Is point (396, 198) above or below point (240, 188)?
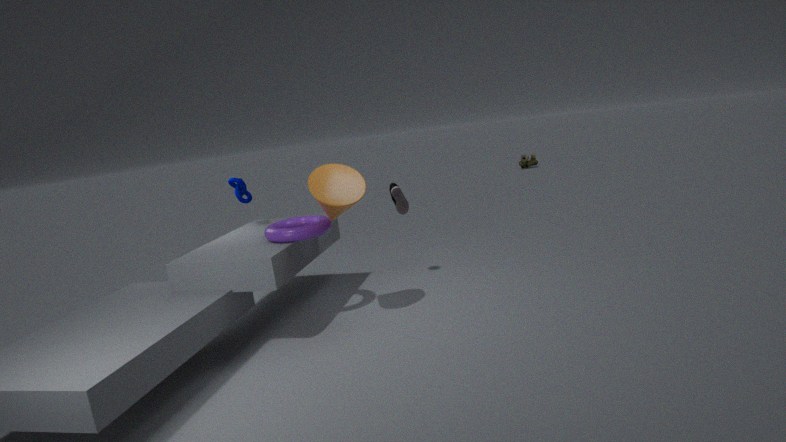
below
